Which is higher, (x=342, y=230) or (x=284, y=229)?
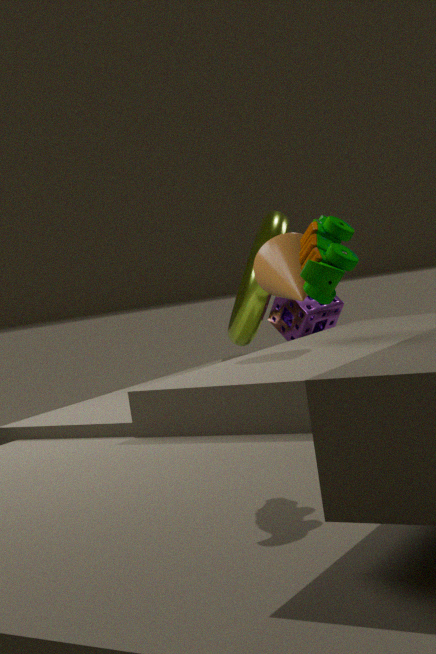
(x=342, y=230)
